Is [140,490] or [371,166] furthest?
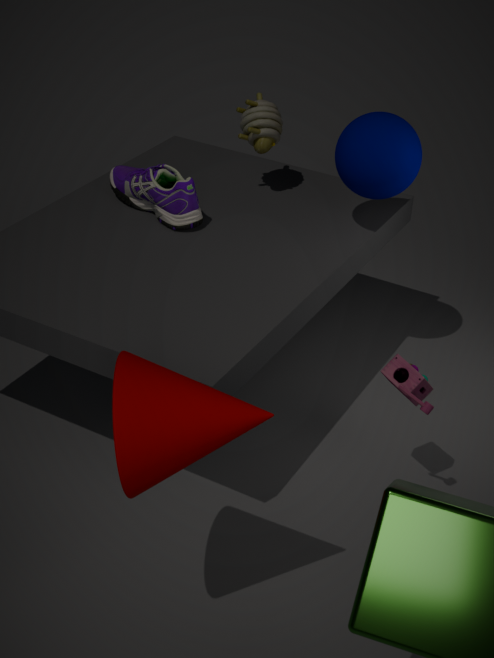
[371,166]
